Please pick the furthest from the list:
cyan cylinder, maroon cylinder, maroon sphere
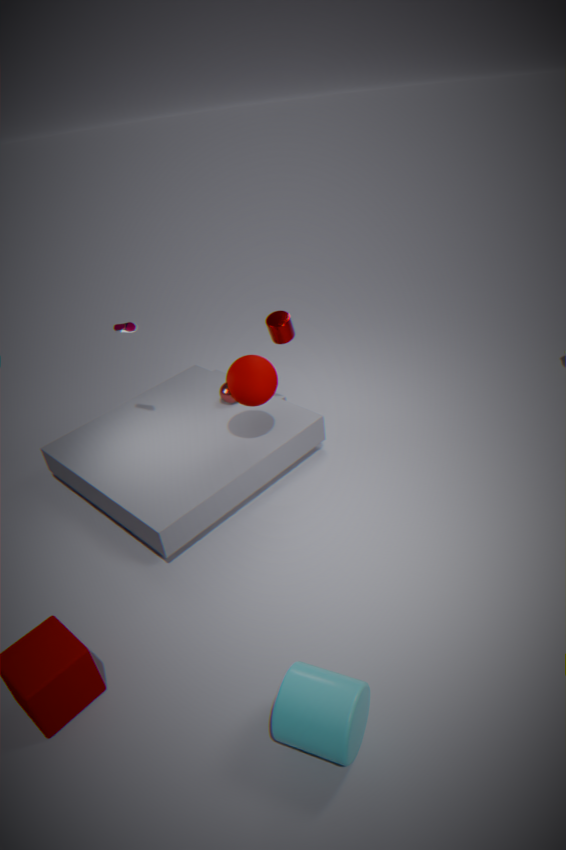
maroon cylinder
